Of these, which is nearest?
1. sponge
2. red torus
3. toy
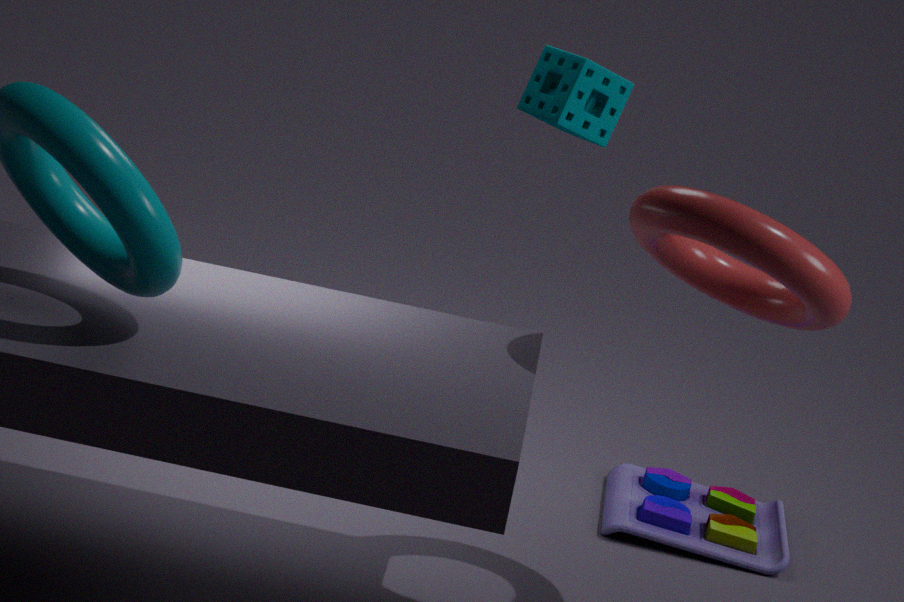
red torus
